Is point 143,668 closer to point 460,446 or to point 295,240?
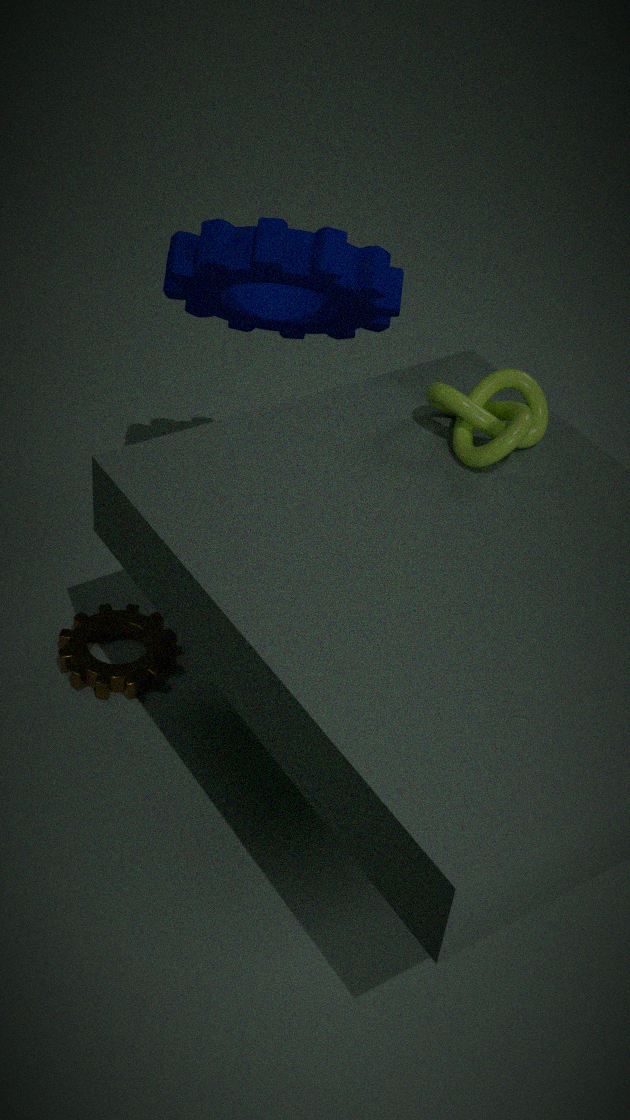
point 295,240
